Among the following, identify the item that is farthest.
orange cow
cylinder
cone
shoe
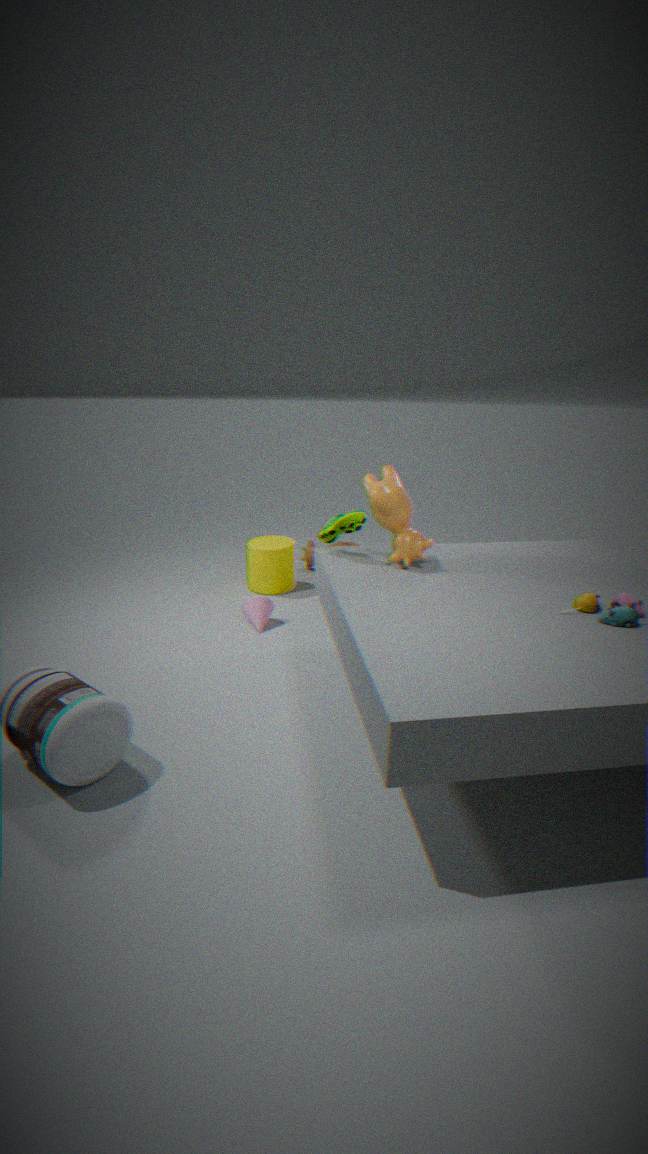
cylinder
